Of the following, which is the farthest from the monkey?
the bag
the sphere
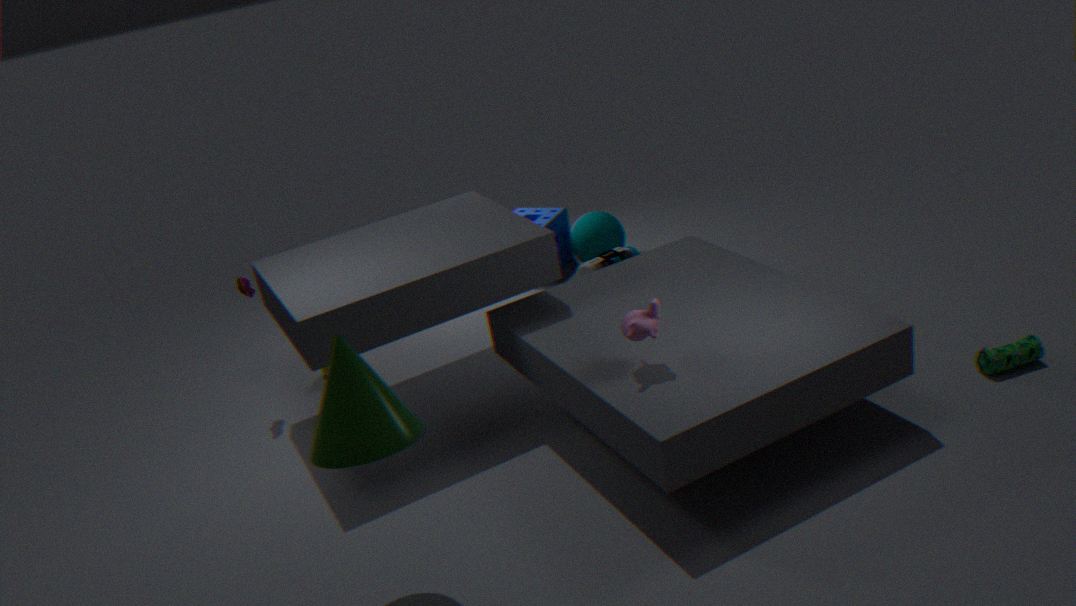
the sphere
